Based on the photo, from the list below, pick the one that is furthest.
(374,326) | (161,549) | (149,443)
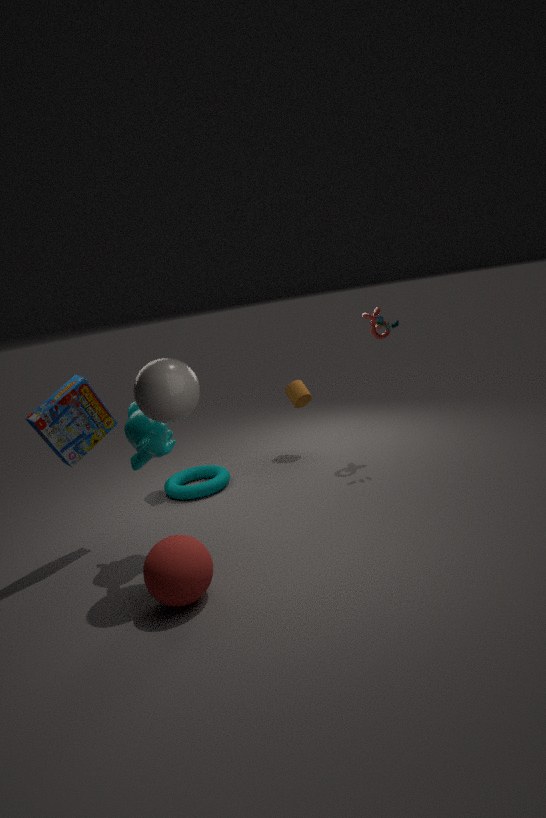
(374,326)
